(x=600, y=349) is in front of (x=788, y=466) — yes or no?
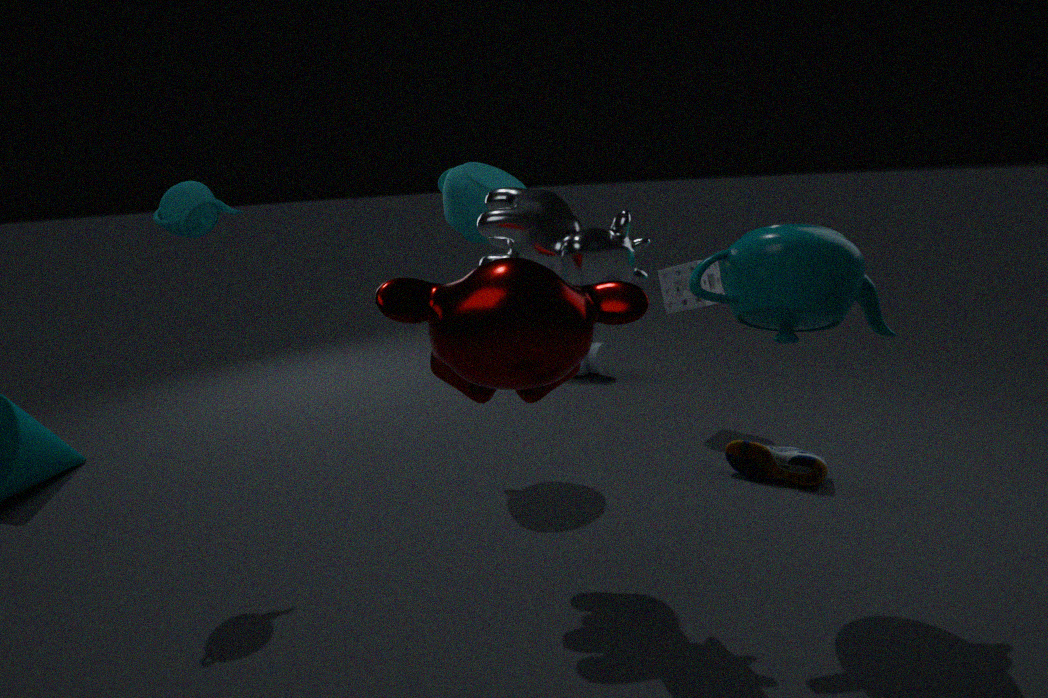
No
